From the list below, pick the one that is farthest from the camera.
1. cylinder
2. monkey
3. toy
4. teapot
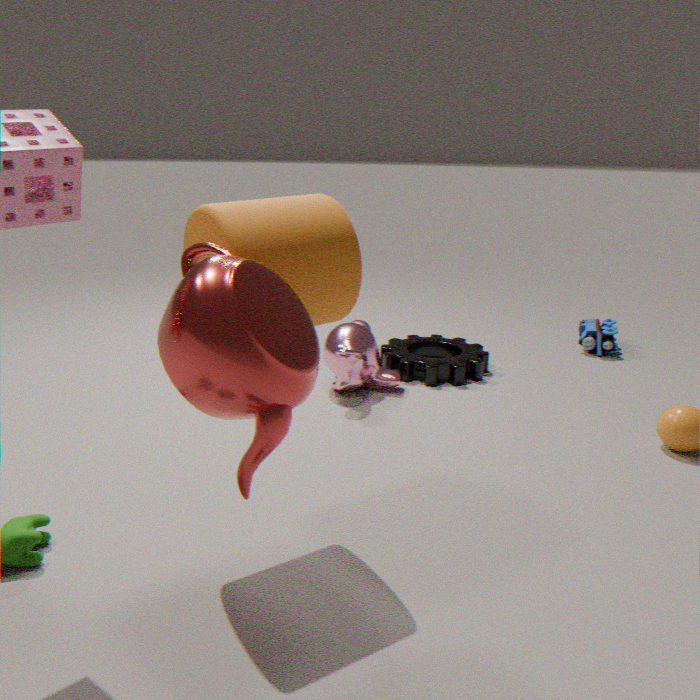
toy
